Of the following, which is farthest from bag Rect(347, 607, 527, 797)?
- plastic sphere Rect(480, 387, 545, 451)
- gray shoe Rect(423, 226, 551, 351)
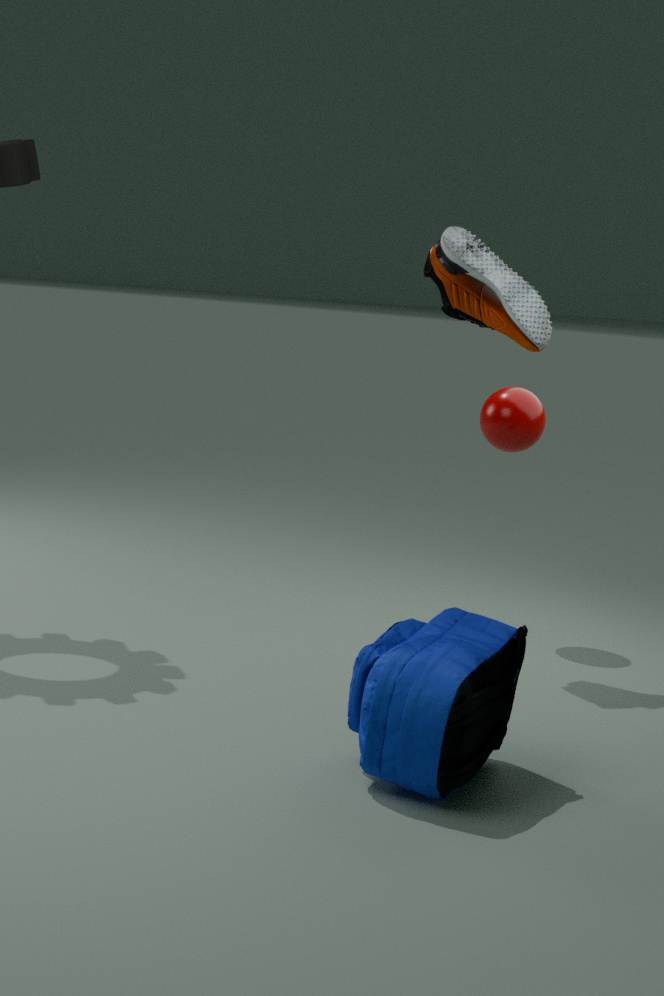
plastic sphere Rect(480, 387, 545, 451)
